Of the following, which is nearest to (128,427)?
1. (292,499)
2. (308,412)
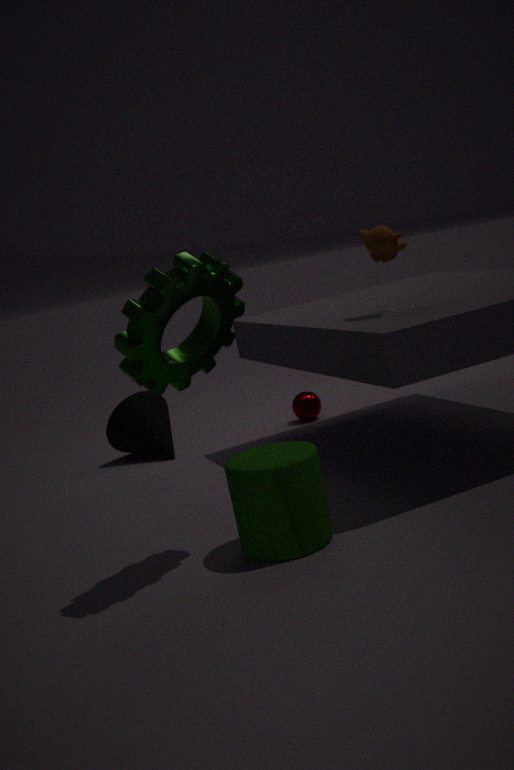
(308,412)
